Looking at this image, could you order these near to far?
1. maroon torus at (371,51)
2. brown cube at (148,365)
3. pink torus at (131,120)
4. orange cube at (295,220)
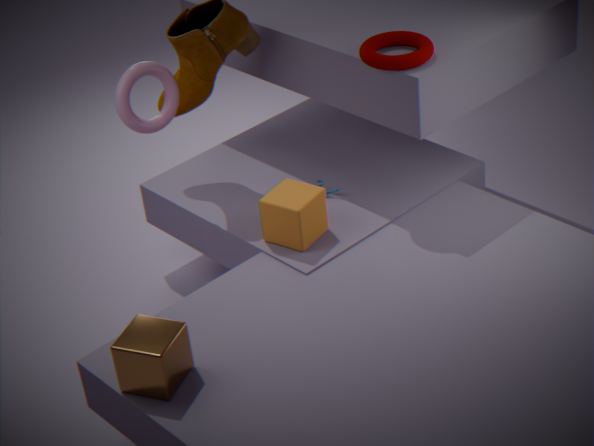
brown cube at (148,365)
maroon torus at (371,51)
orange cube at (295,220)
pink torus at (131,120)
